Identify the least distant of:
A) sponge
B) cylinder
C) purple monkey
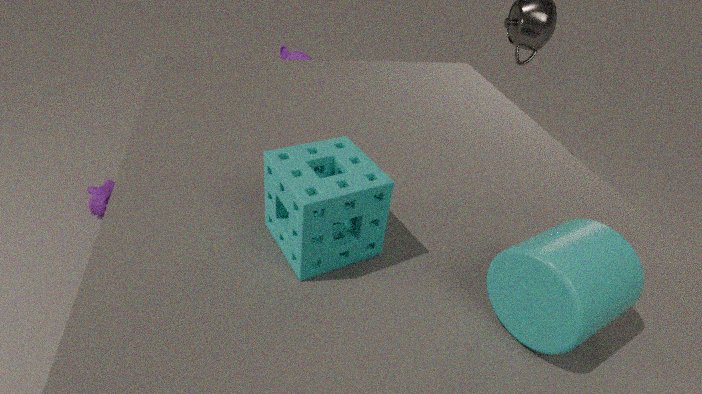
cylinder
